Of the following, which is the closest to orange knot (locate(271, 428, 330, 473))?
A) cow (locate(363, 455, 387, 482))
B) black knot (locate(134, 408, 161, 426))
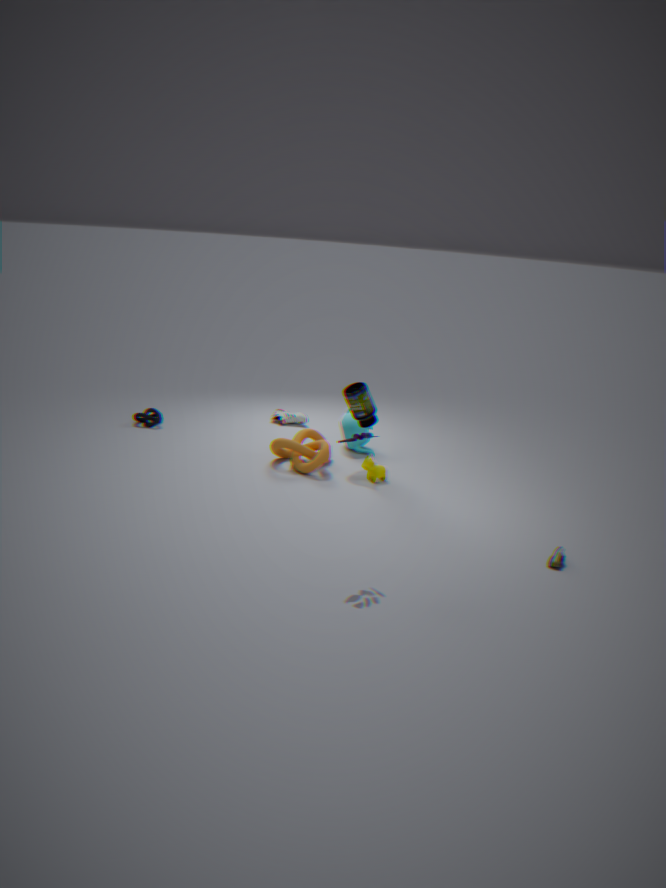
cow (locate(363, 455, 387, 482))
